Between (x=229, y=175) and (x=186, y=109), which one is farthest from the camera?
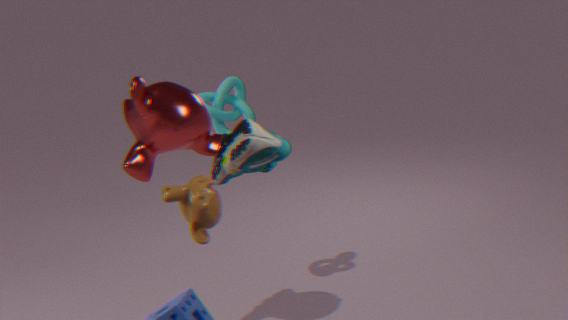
(x=186, y=109)
